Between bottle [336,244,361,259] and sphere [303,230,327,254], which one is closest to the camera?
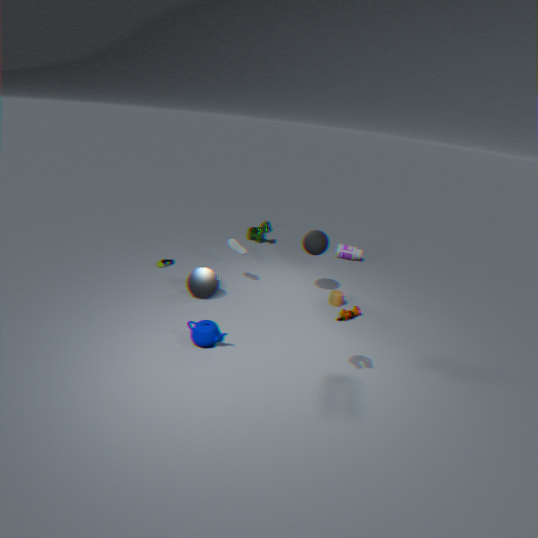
sphere [303,230,327,254]
